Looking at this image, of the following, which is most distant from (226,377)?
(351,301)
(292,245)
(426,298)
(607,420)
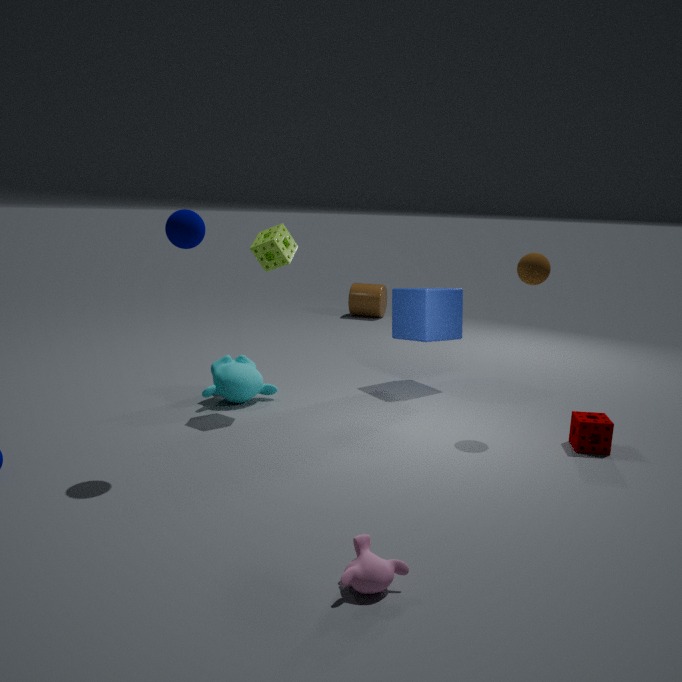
(351,301)
